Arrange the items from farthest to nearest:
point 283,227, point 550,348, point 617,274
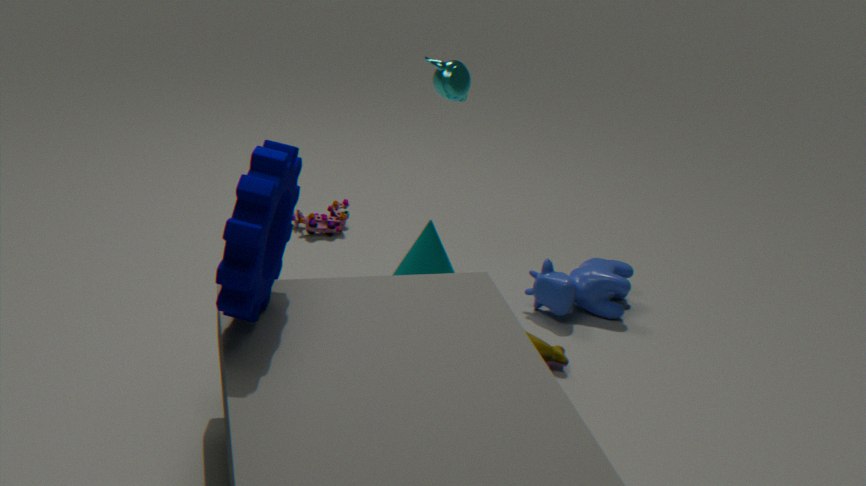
point 617,274
point 550,348
point 283,227
